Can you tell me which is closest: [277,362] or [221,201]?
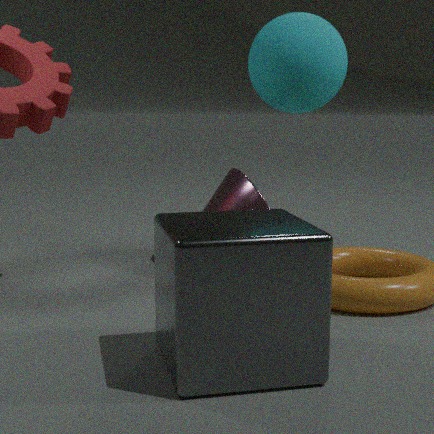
[277,362]
